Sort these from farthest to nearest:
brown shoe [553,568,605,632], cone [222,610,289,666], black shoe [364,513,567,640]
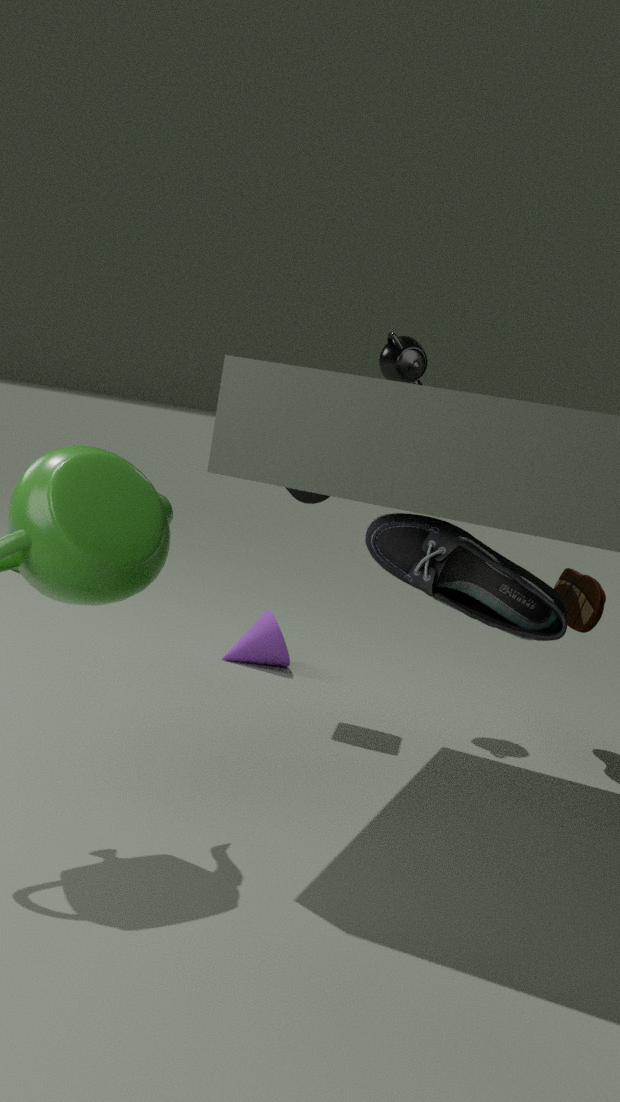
1. cone [222,610,289,666]
2. brown shoe [553,568,605,632]
3. black shoe [364,513,567,640]
